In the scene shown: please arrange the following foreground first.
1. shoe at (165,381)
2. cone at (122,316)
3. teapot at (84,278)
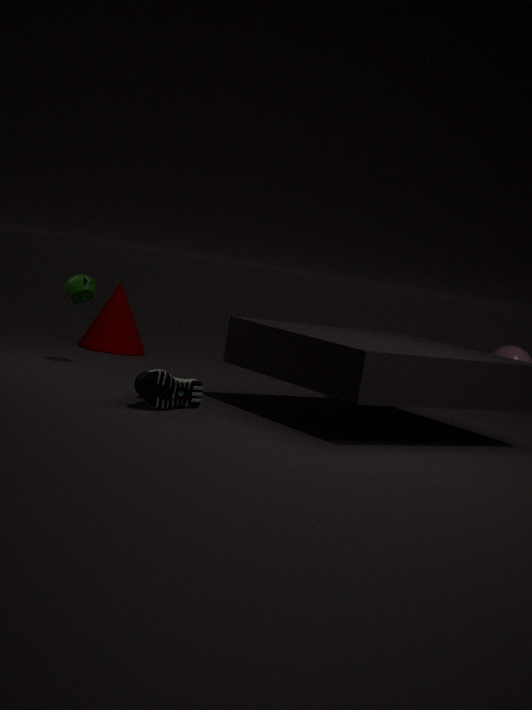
shoe at (165,381)
teapot at (84,278)
cone at (122,316)
